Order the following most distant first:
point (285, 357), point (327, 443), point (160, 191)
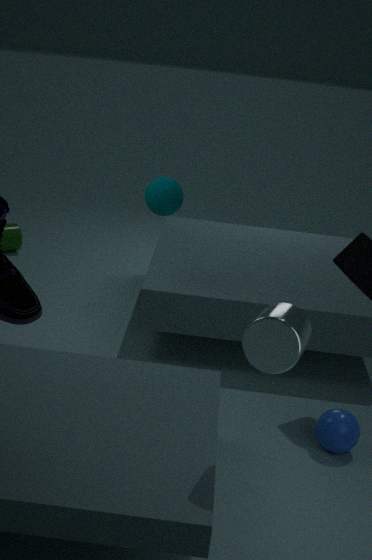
point (160, 191), point (327, 443), point (285, 357)
